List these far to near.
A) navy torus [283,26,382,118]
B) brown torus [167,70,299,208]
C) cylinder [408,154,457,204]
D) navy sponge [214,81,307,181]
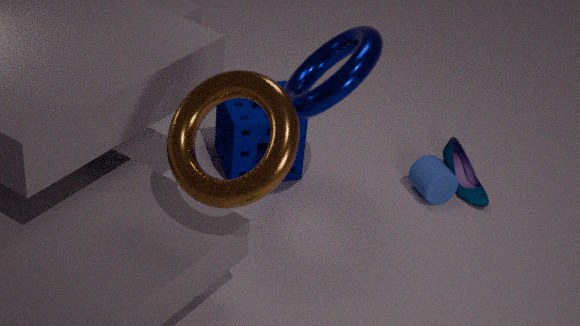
cylinder [408,154,457,204] → navy sponge [214,81,307,181] → navy torus [283,26,382,118] → brown torus [167,70,299,208]
